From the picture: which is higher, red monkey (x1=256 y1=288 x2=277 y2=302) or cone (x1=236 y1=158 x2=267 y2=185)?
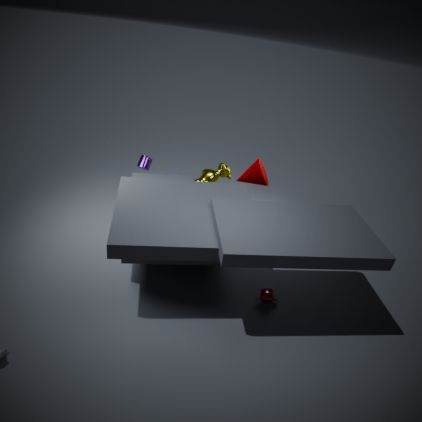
cone (x1=236 y1=158 x2=267 y2=185)
